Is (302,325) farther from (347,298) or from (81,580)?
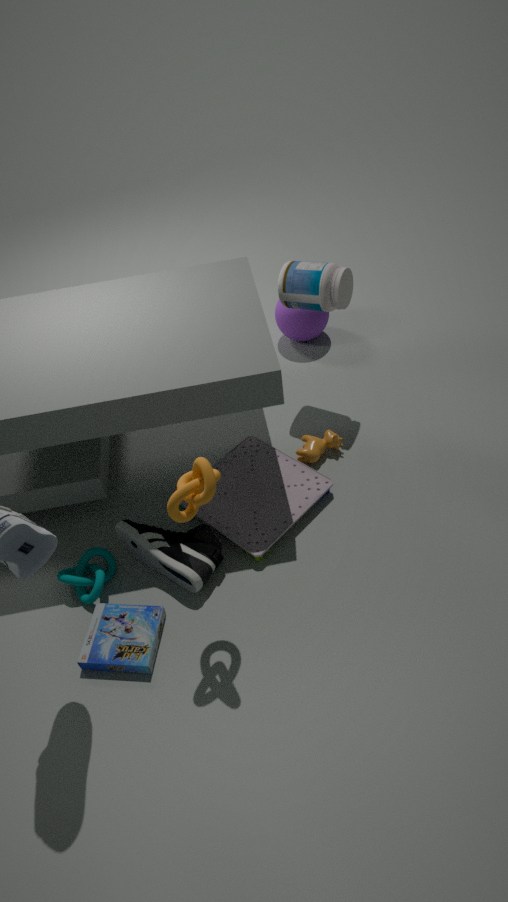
(81,580)
